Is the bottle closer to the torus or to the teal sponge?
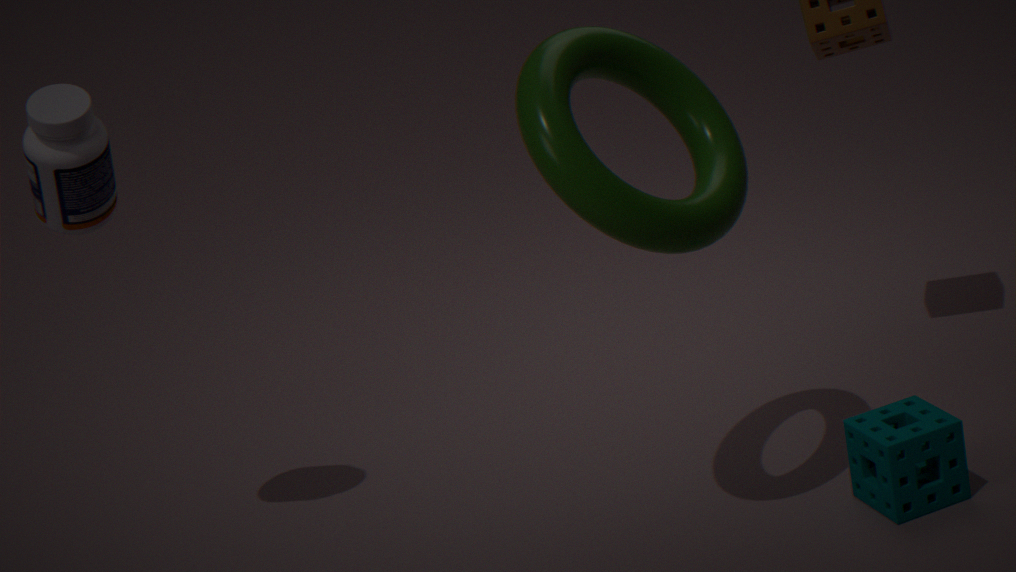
the torus
